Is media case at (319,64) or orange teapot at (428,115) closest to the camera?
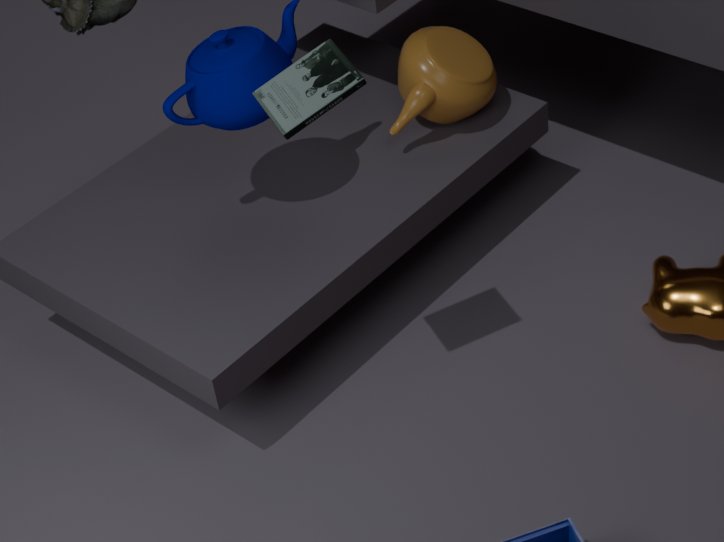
media case at (319,64)
